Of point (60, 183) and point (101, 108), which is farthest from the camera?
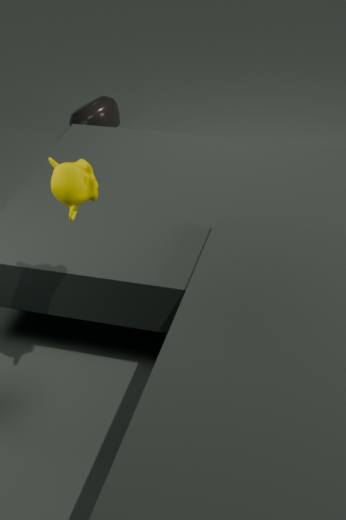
point (101, 108)
